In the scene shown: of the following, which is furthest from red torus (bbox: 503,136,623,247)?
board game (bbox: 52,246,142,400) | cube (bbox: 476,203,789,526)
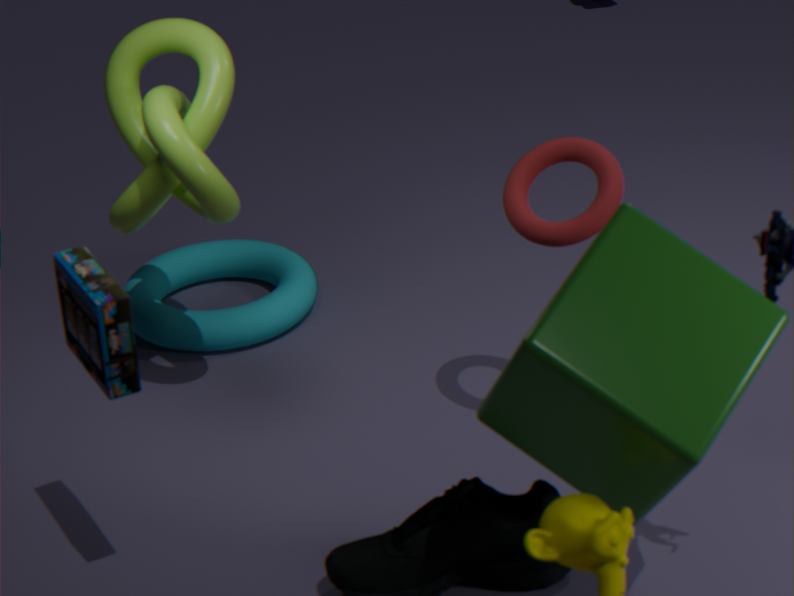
board game (bbox: 52,246,142,400)
